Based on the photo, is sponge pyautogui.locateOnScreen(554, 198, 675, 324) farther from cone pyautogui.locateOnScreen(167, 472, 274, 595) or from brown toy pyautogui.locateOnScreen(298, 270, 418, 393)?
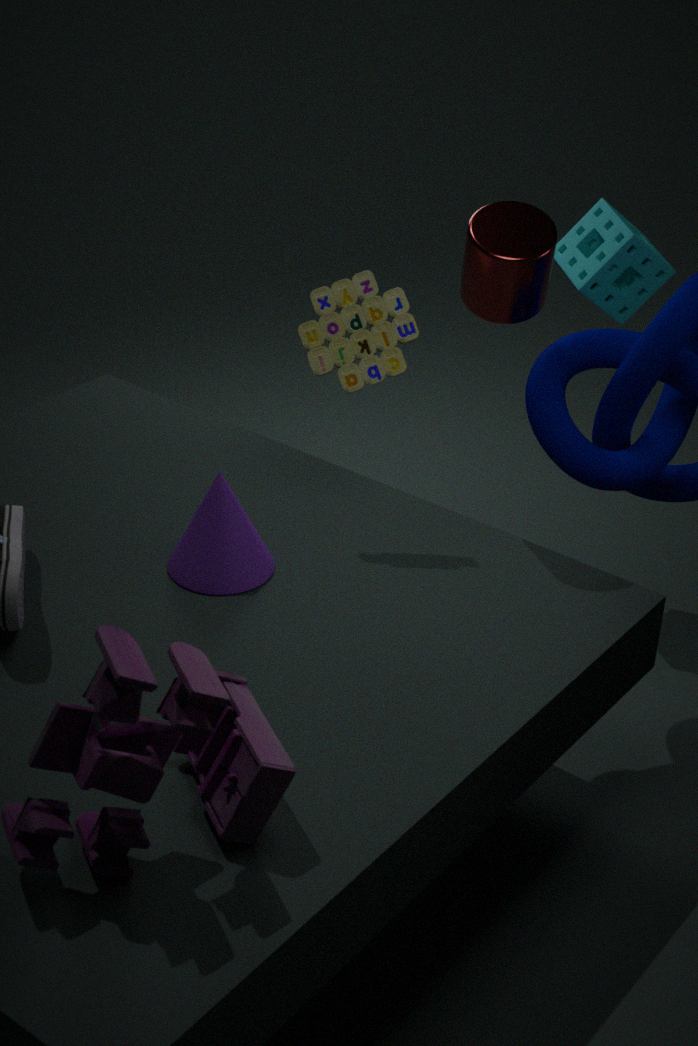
cone pyautogui.locateOnScreen(167, 472, 274, 595)
